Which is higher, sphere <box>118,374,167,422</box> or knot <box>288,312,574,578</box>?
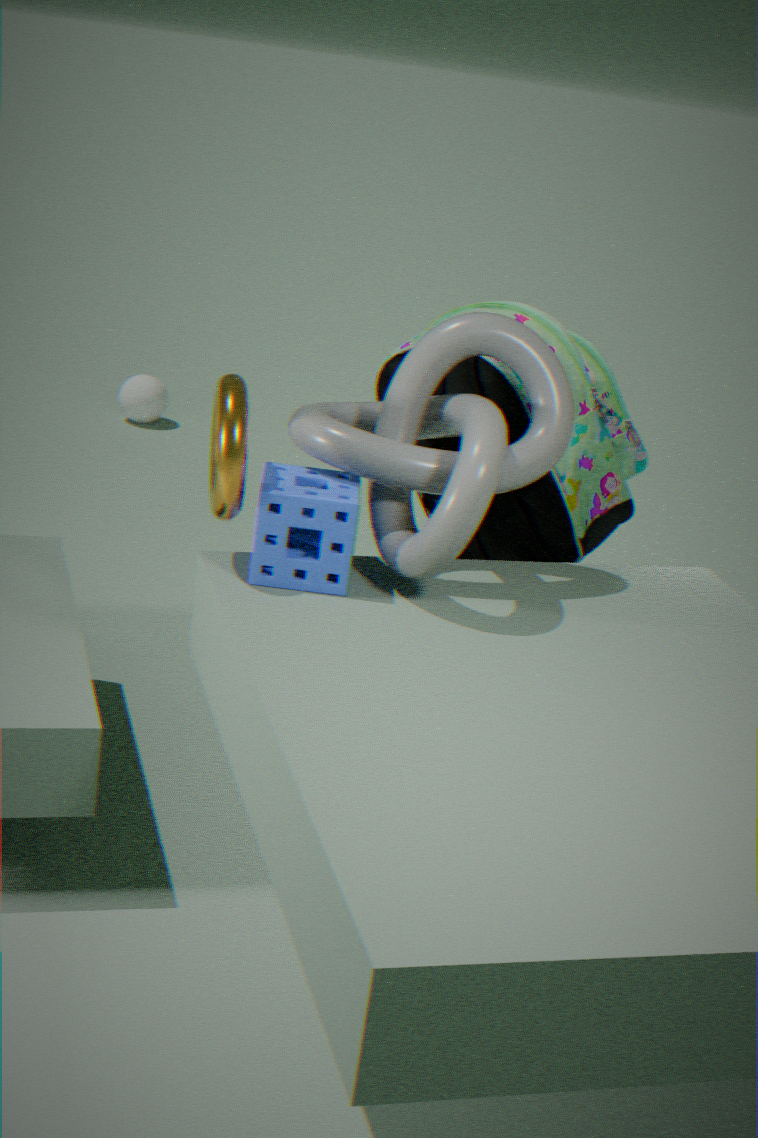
knot <box>288,312,574,578</box>
